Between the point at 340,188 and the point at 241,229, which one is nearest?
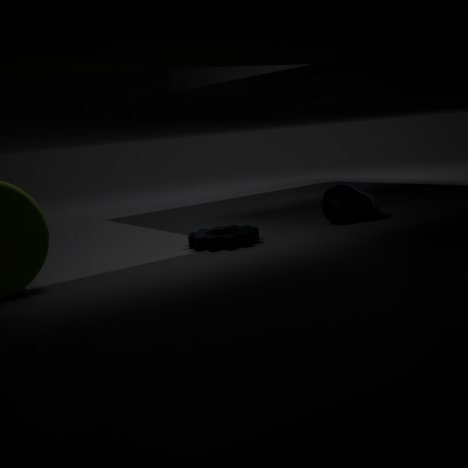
the point at 241,229
